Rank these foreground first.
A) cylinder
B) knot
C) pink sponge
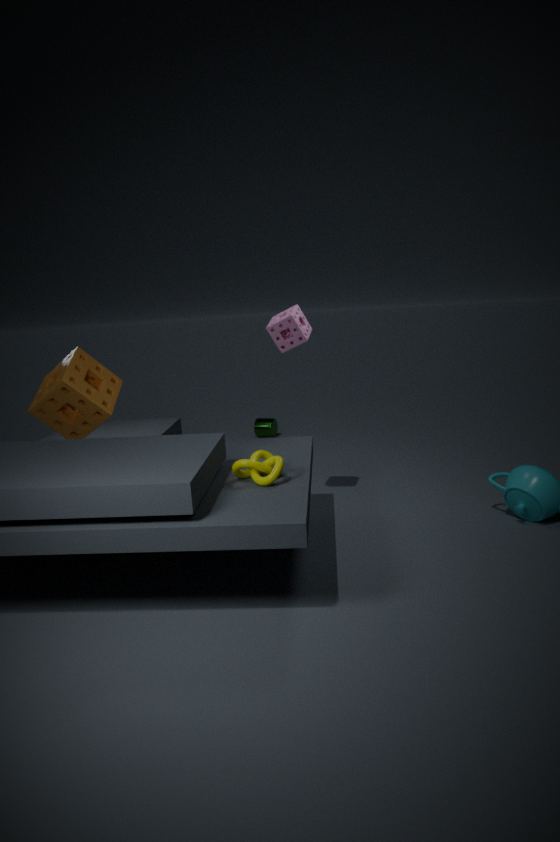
knot → pink sponge → cylinder
